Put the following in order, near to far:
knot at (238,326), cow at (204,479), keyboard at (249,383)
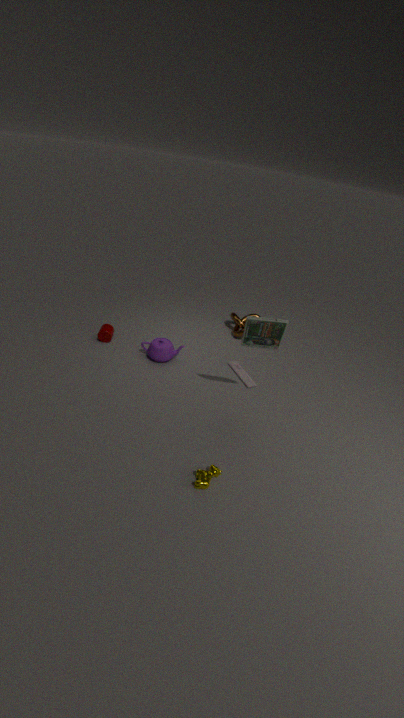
cow at (204,479)
keyboard at (249,383)
knot at (238,326)
